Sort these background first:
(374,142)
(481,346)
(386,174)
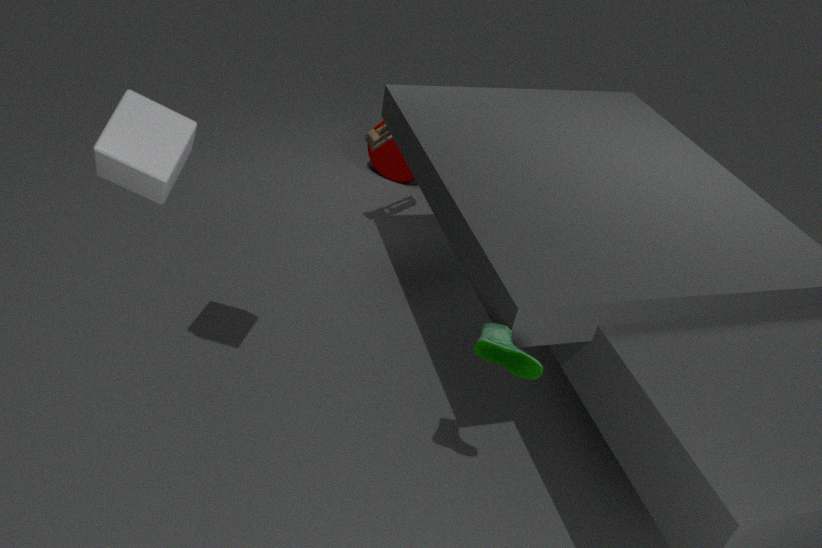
1. (386,174)
2. (374,142)
3. (481,346)
